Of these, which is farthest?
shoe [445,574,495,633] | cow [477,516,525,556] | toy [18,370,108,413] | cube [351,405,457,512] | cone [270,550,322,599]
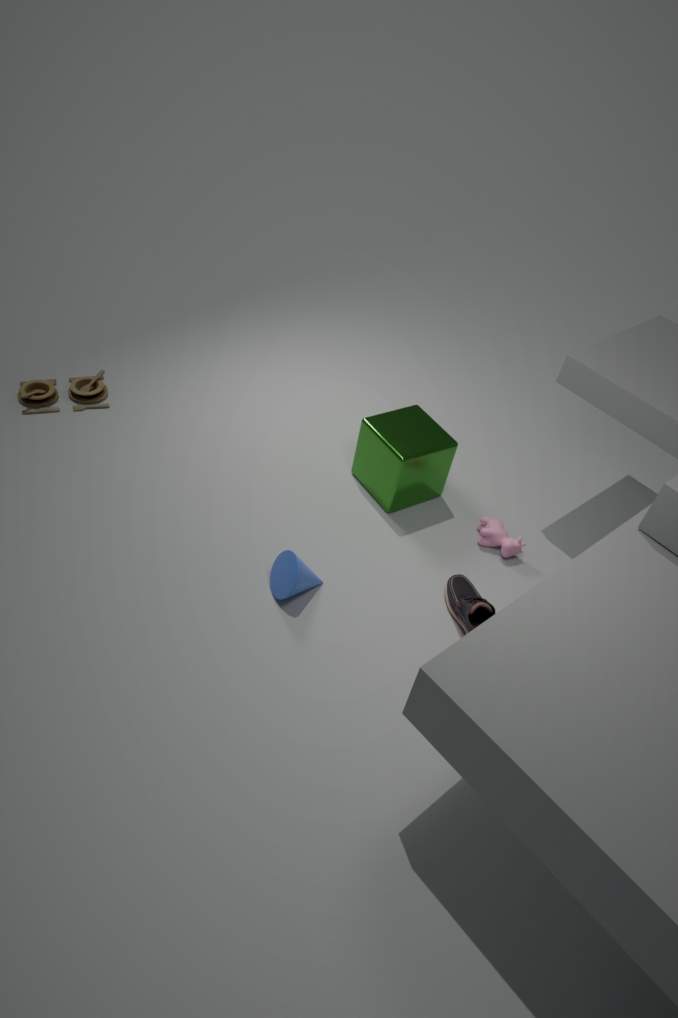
toy [18,370,108,413]
